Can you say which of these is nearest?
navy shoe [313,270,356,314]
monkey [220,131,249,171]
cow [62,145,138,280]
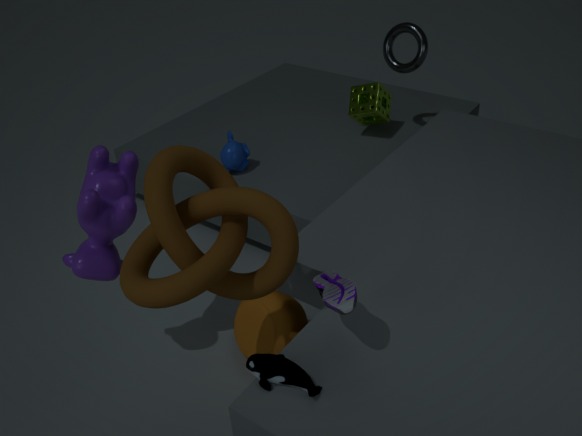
navy shoe [313,270,356,314]
